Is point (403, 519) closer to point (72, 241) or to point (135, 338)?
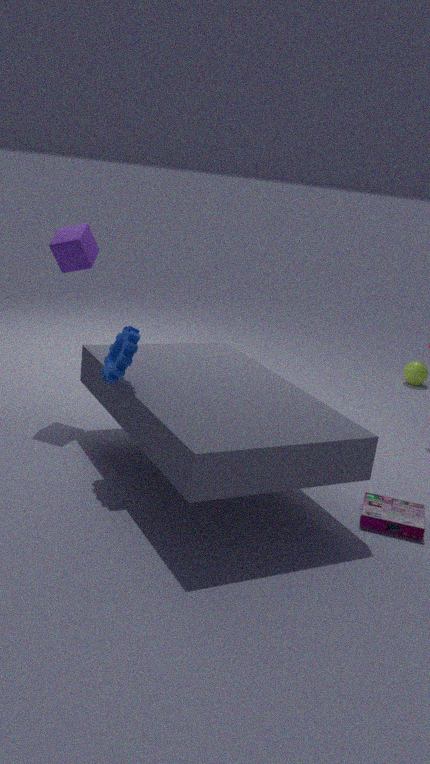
point (135, 338)
